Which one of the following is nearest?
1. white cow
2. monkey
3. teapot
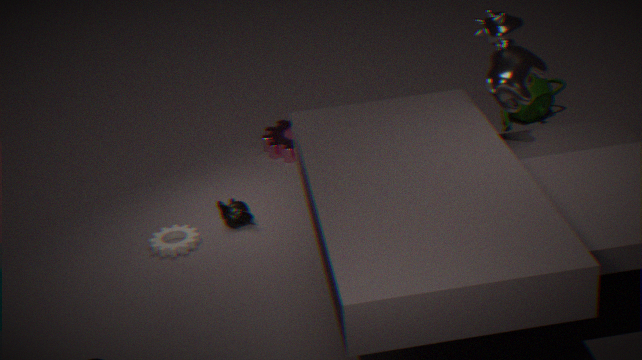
white cow
